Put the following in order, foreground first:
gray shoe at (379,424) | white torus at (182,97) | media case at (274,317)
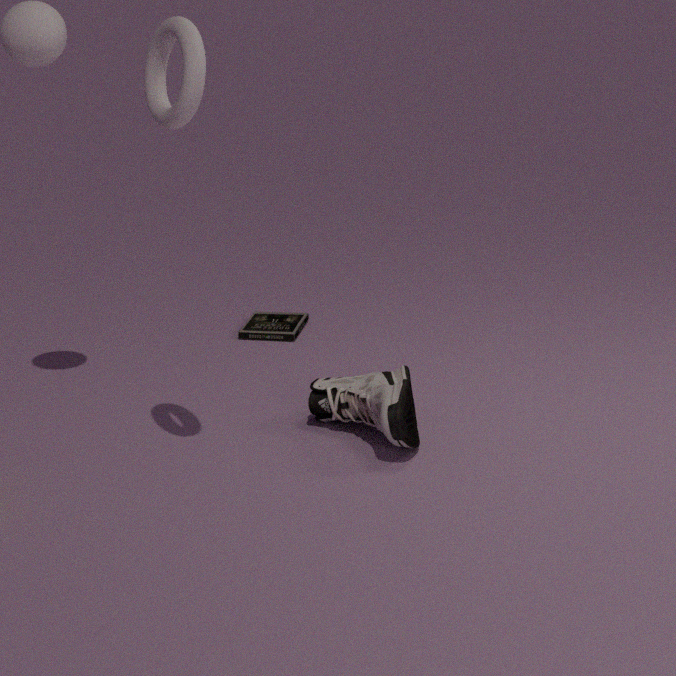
white torus at (182,97), gray shoe at (379,424), media case at (274,317)
